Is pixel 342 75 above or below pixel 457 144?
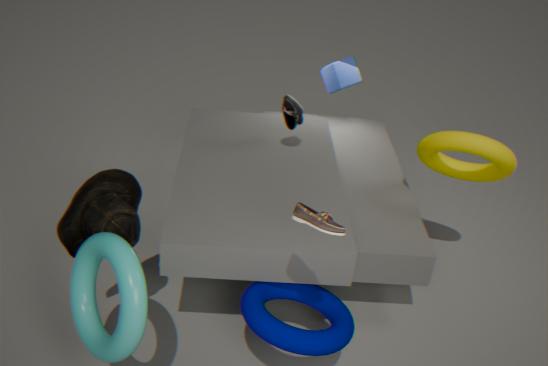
above
